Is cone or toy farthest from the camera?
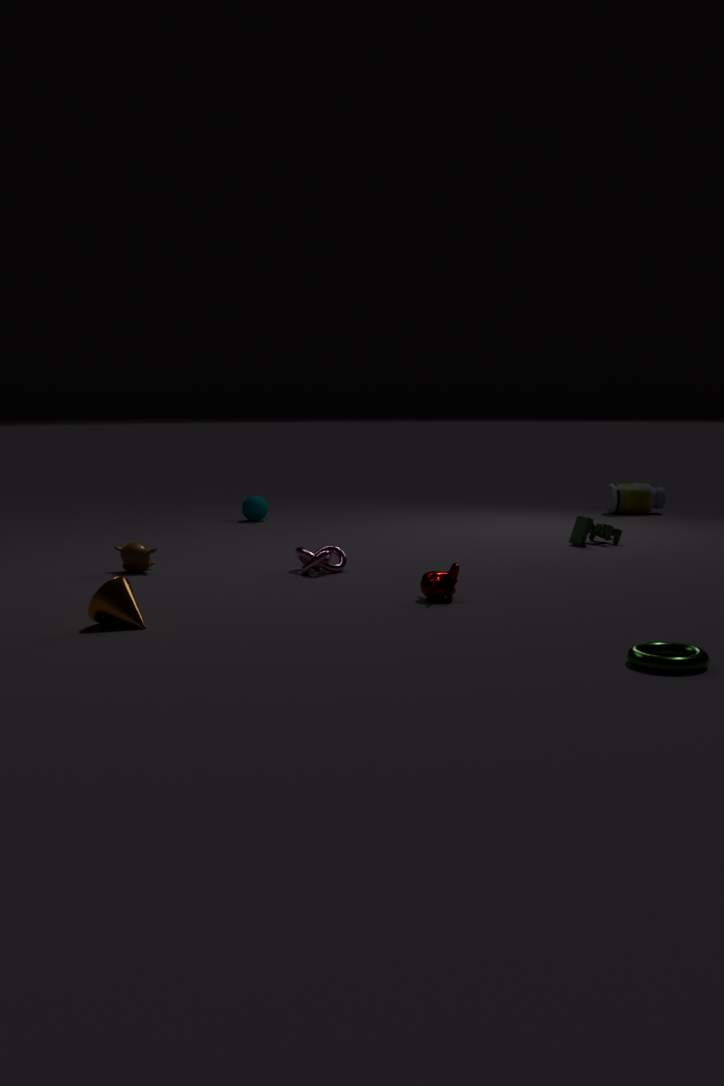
toy
